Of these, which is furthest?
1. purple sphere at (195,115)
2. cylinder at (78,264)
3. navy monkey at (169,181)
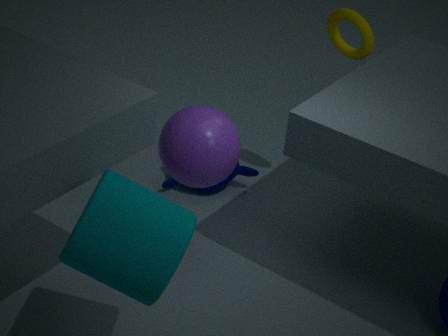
navy monkey at (169,181)
